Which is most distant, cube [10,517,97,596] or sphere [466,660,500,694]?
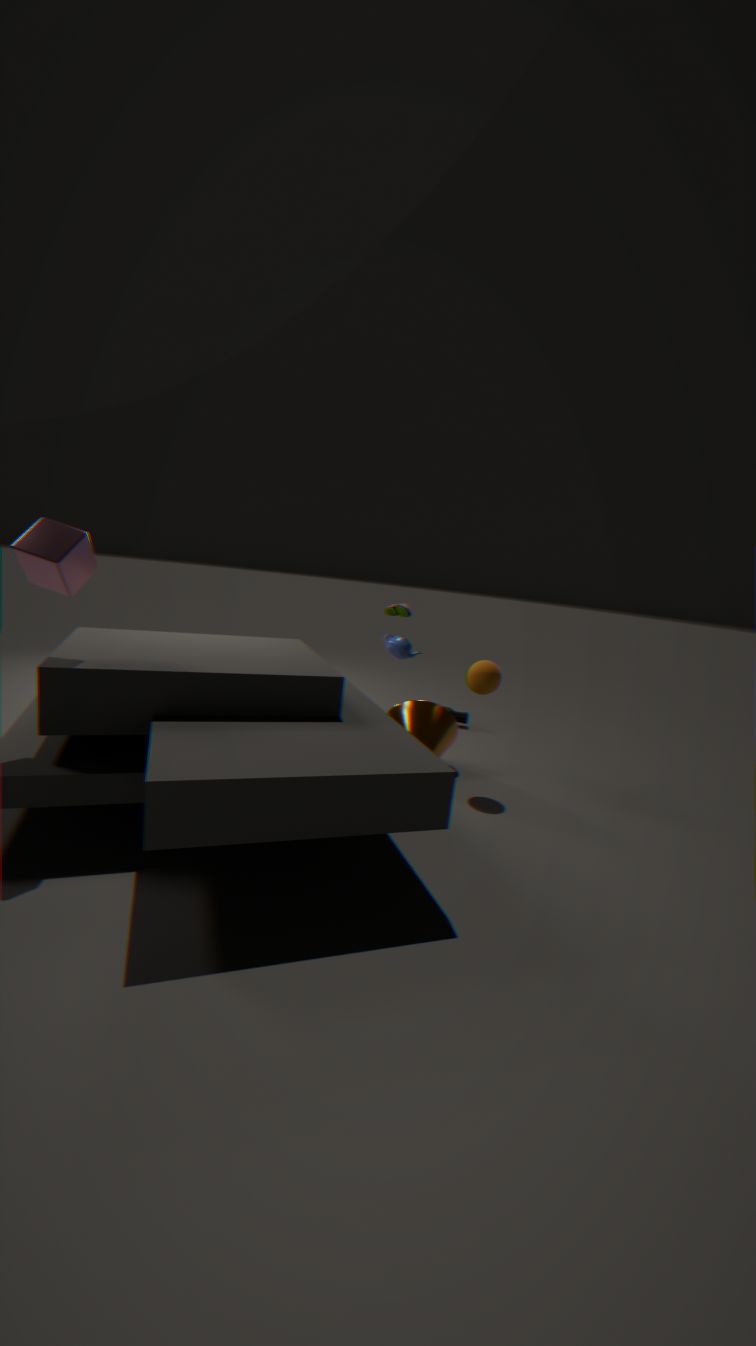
sphere [466,660,500,694]
